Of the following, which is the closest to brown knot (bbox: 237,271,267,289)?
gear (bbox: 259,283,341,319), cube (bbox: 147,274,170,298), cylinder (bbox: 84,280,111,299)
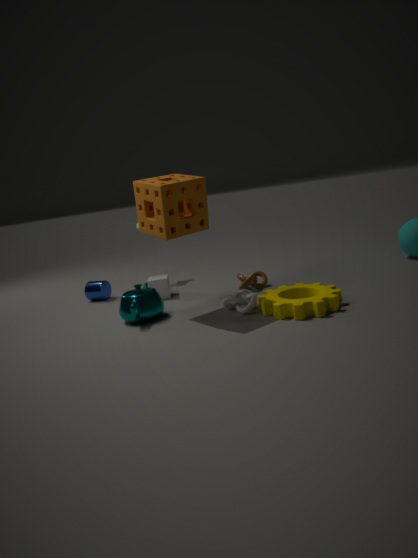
gear (bbox: 259,283,341,319)
